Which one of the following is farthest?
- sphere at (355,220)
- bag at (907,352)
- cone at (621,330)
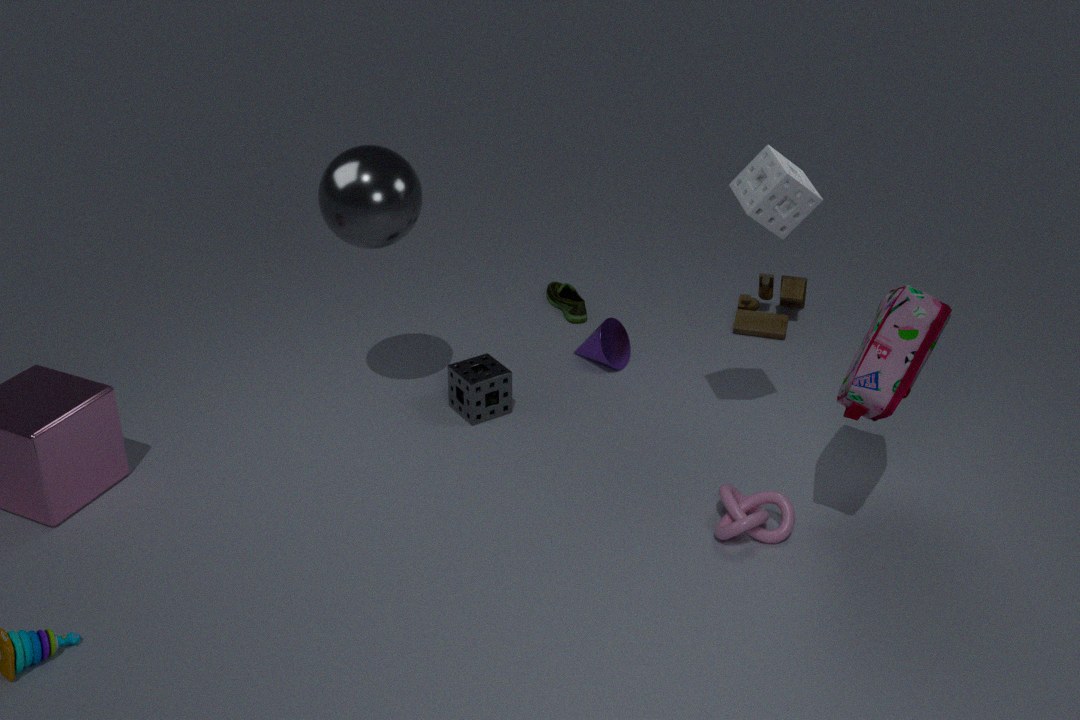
cone at (621,330)
